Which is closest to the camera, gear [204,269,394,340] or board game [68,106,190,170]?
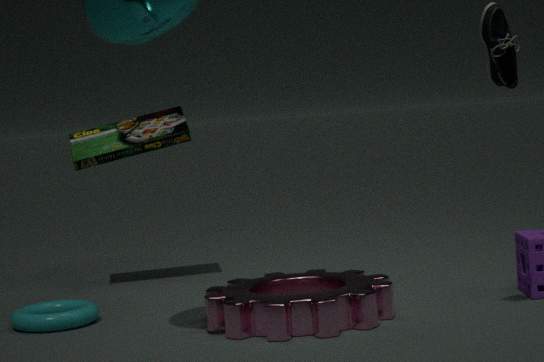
gear [204,269,394,340]
